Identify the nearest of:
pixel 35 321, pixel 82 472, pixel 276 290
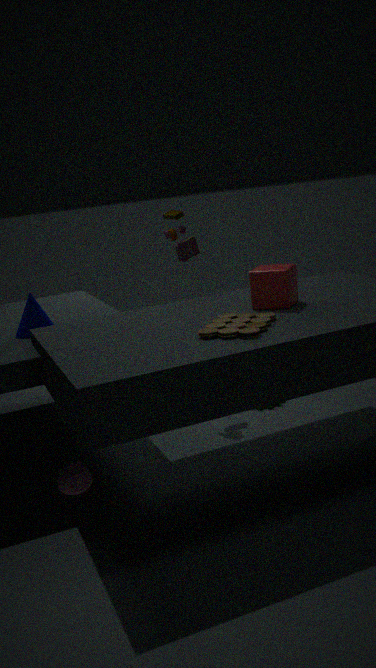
pixel 276 290
